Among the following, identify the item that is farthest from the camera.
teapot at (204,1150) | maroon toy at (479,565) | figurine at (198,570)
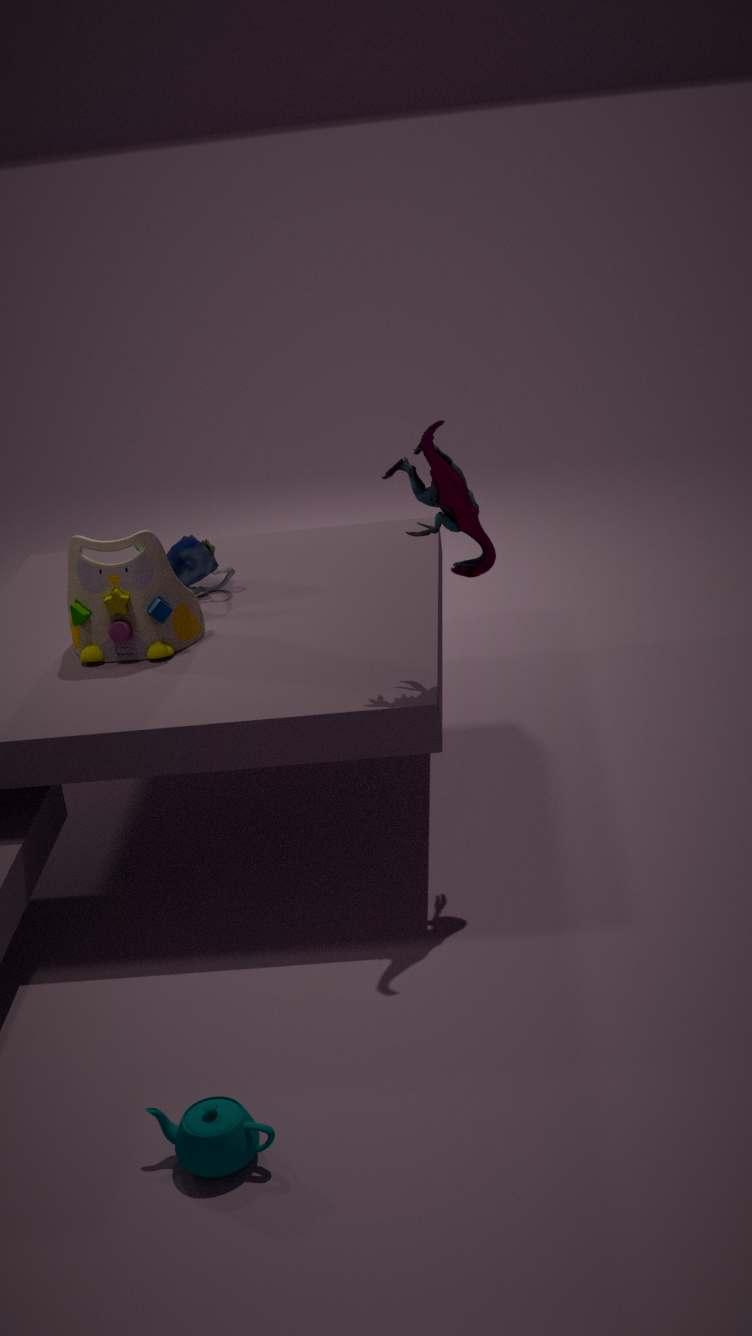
figurine at (198,570)
